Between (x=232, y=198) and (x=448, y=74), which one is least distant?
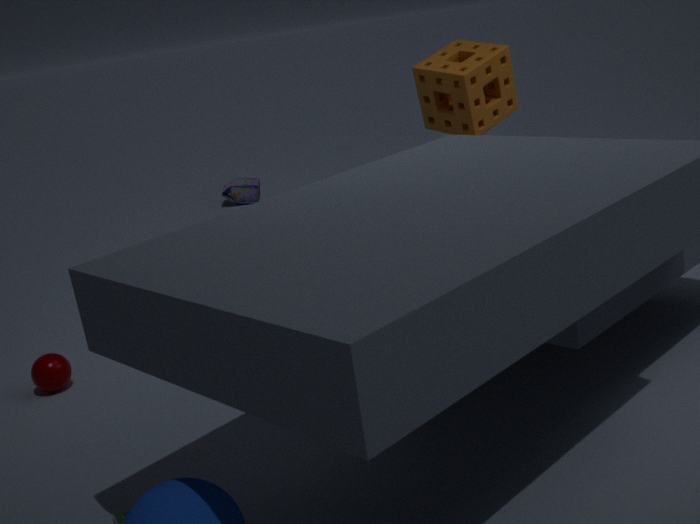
(x=448, y=74)
